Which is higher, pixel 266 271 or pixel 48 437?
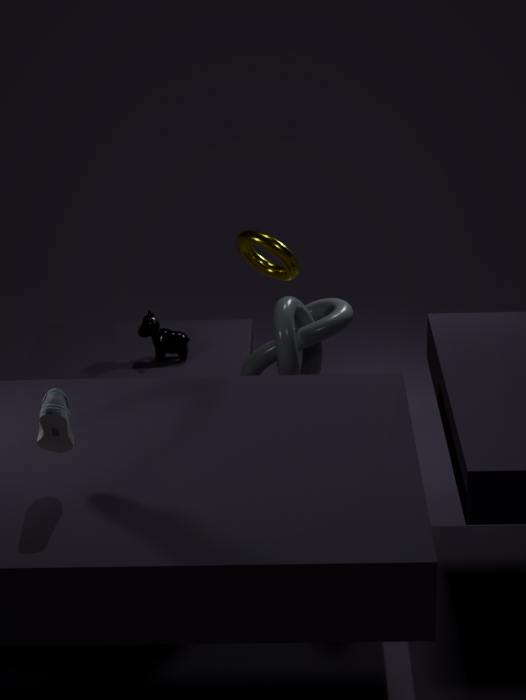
pixel 266 271
